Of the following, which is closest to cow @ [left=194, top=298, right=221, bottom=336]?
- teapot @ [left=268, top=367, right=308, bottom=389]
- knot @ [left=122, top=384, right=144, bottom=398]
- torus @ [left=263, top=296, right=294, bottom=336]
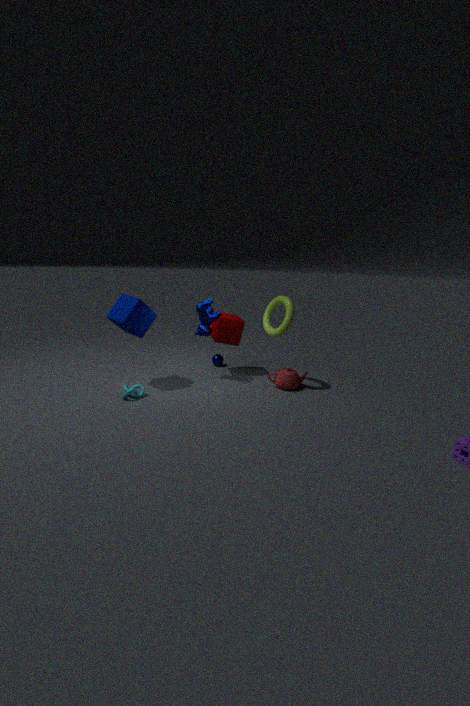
torus @ [left=263, top=296, right=294, bottom=336]
